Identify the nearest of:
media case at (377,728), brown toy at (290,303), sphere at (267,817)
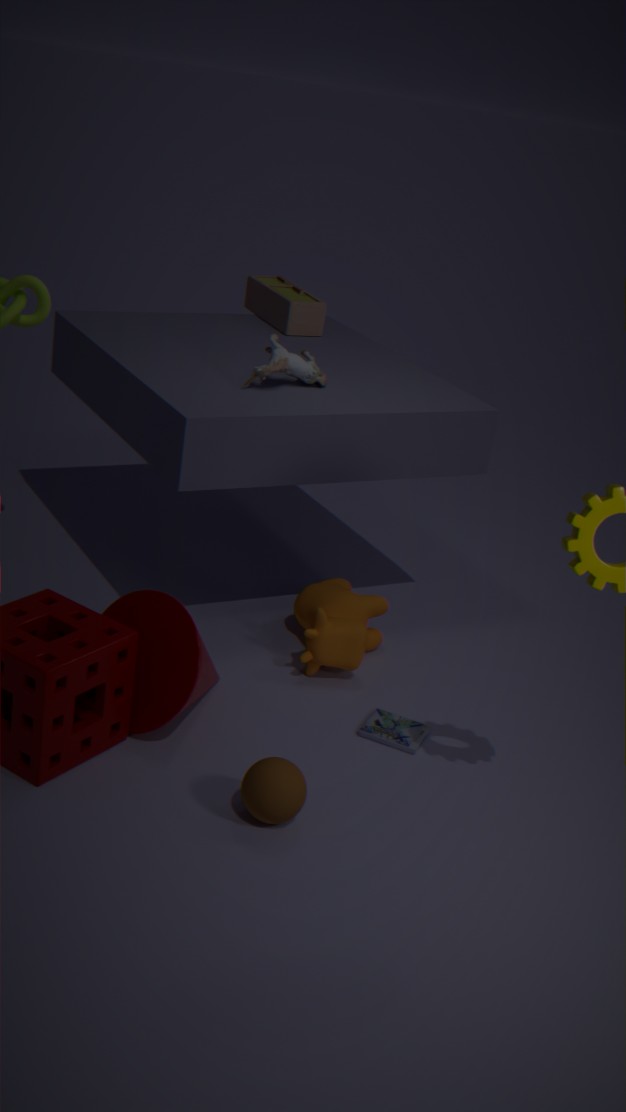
sphere at (267,817)
